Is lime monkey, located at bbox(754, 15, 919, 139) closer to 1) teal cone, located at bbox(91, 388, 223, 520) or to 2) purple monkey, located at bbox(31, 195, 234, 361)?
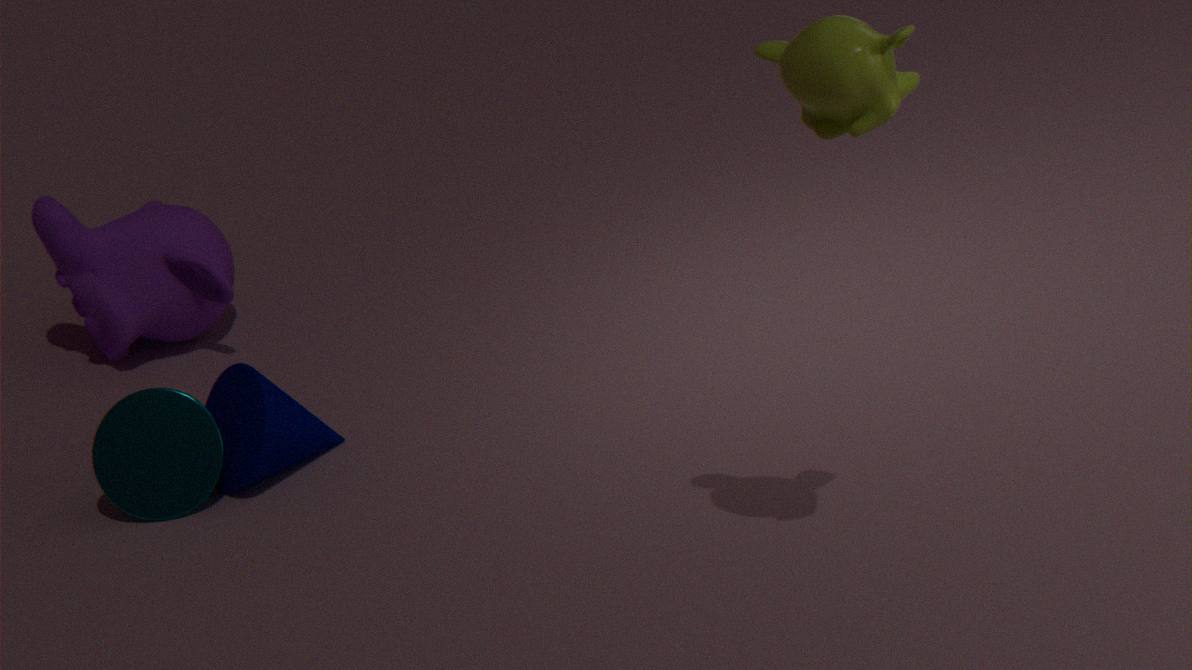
1) teal cone, located at bbox(91, 388, 223, 520)
